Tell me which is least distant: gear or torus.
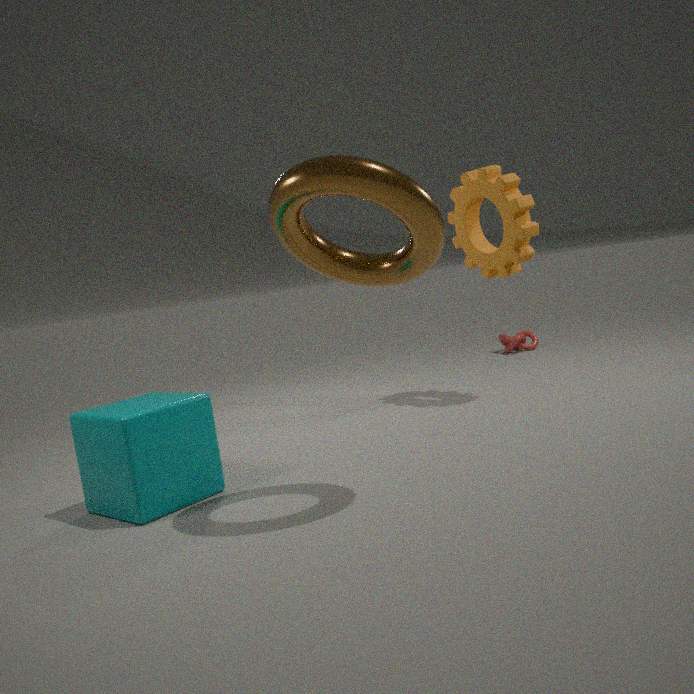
torus
